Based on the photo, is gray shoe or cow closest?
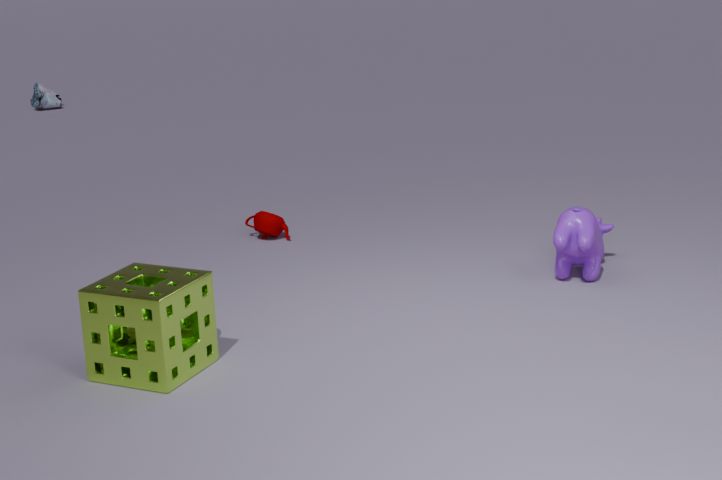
cow
